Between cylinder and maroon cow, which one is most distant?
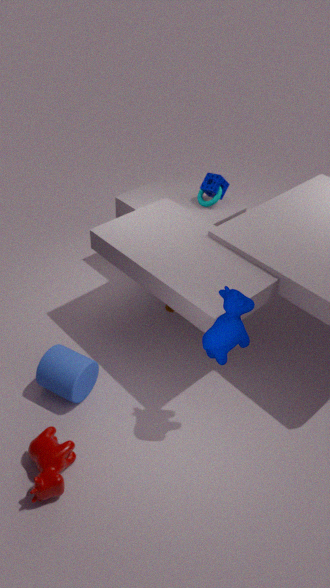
cylinder
